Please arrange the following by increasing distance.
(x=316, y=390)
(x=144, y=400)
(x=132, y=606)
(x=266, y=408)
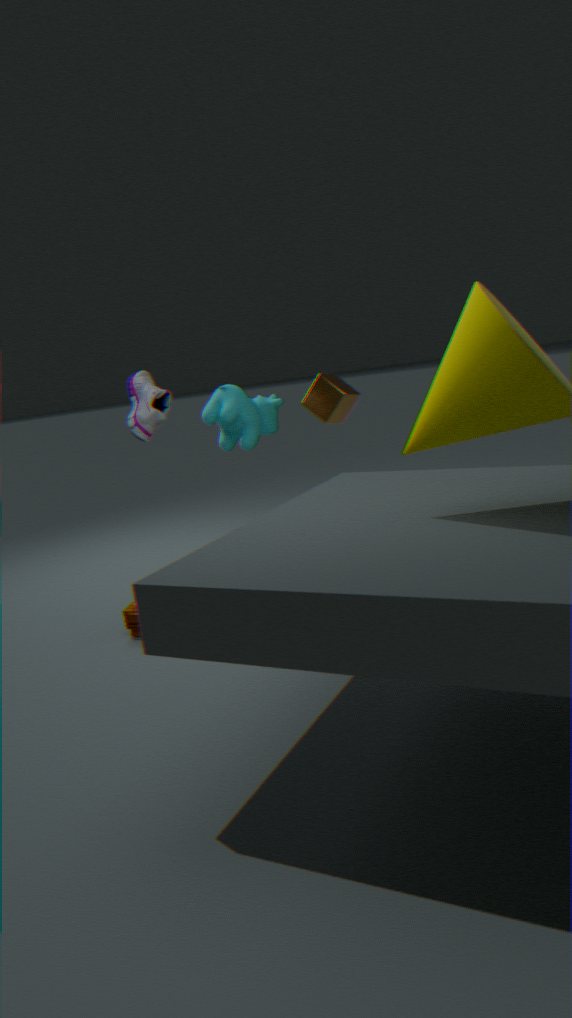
(x=132, y=606) → (x=144, y=400) → (x=316, y=390) → (x=266, y=408)
